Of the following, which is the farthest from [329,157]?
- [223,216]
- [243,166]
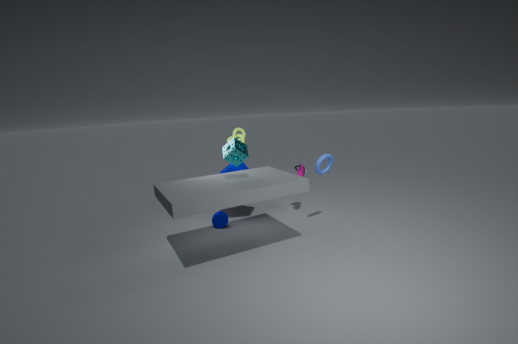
[223,216]
